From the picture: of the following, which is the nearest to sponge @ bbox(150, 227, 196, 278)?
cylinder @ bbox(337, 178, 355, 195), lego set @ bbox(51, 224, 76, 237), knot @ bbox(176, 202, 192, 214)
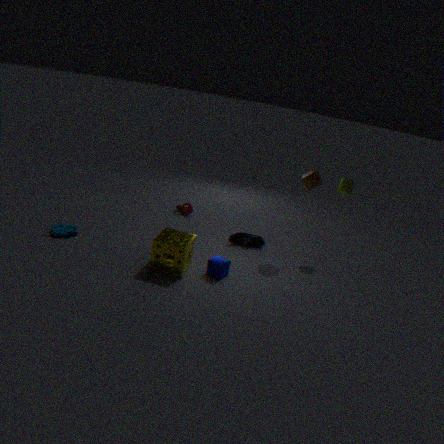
lego set @ bbox(51, 224, 76, 237)
